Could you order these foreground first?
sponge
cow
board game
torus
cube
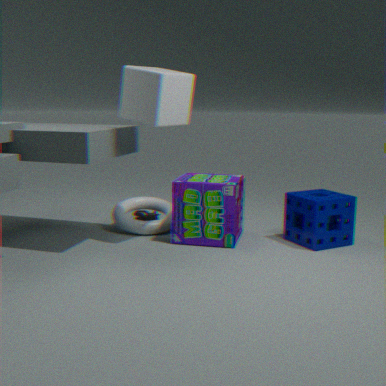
cube, sponge, board game, torus, cow
